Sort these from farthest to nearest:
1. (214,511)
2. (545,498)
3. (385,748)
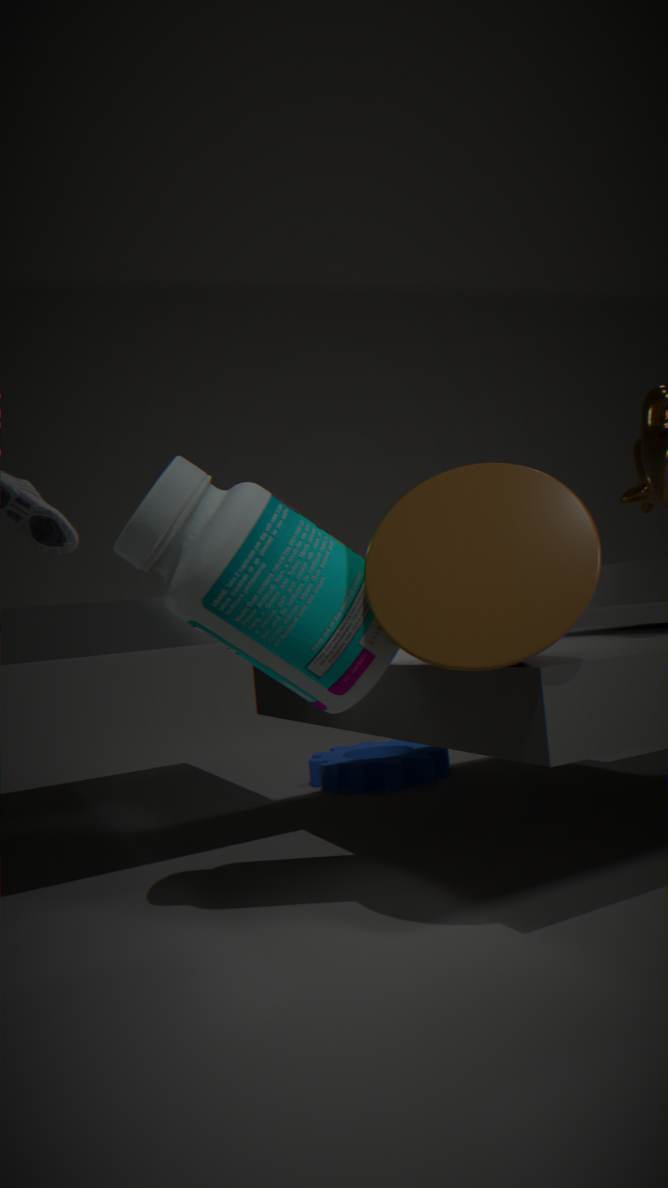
(385,748) → (214,511) → (545,498)
